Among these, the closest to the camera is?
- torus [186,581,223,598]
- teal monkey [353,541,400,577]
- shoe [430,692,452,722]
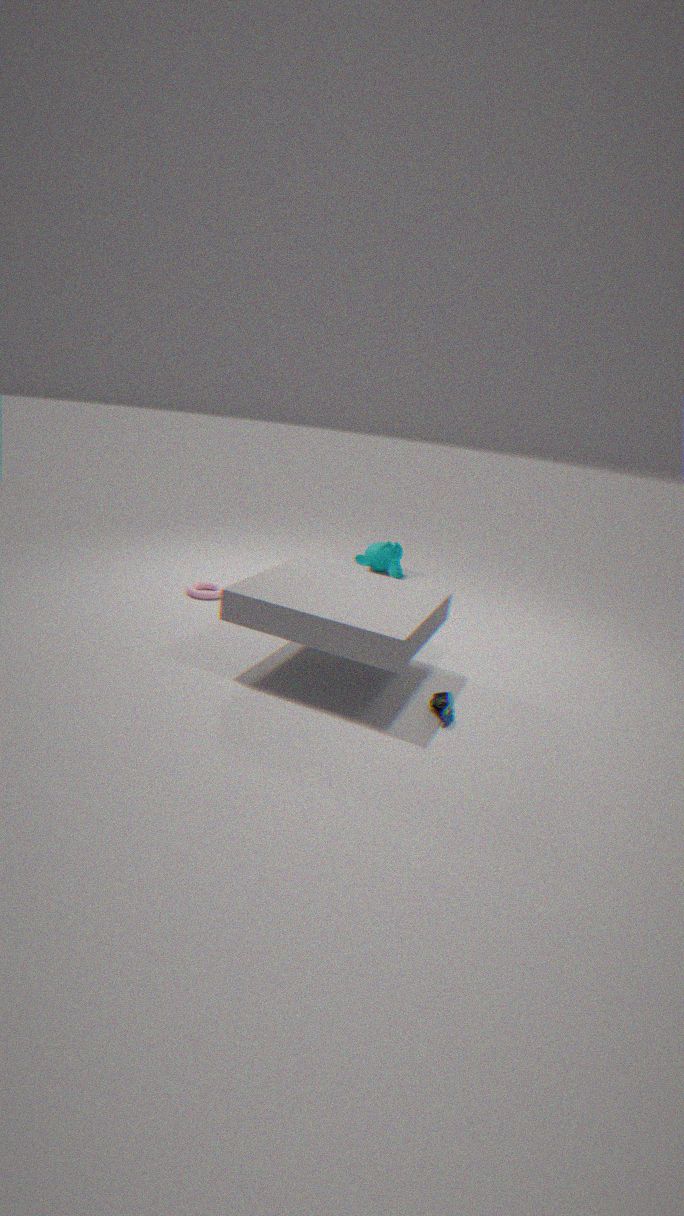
shoe [430,692,452,722]
